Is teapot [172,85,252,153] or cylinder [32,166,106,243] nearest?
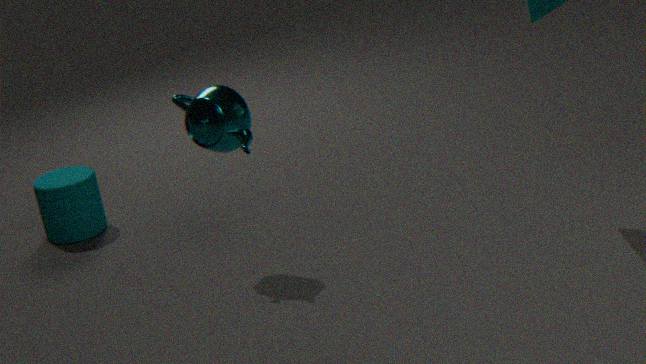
teapot [172,85,252,153]
